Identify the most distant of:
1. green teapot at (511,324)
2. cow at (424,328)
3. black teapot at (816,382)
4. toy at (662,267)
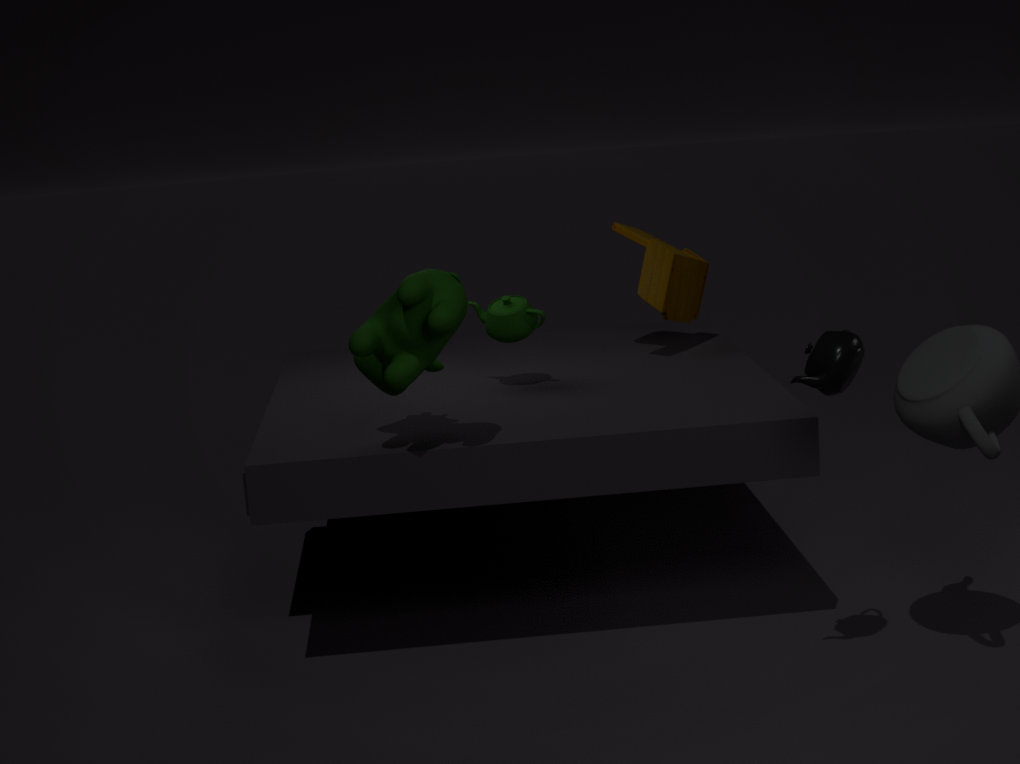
toy at (662,267)
